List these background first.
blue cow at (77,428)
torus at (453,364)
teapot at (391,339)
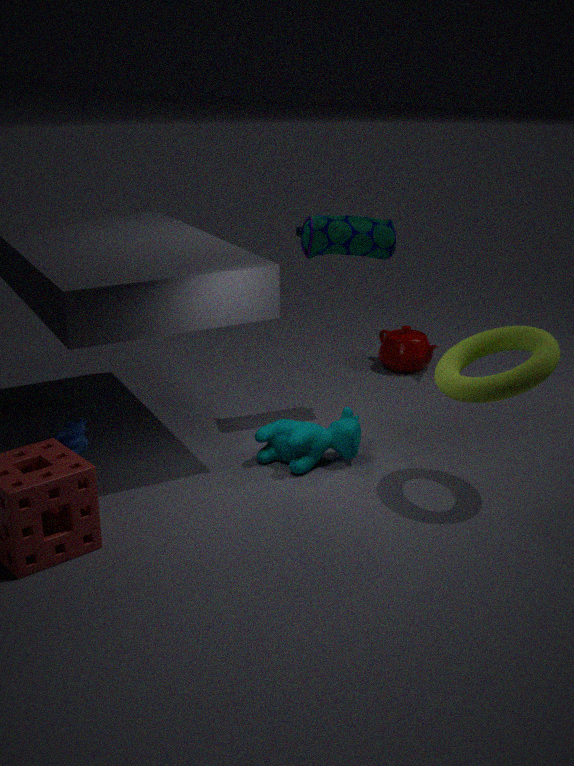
teapot at (391,339), blue cow at (77,428), torus at (453,364)
